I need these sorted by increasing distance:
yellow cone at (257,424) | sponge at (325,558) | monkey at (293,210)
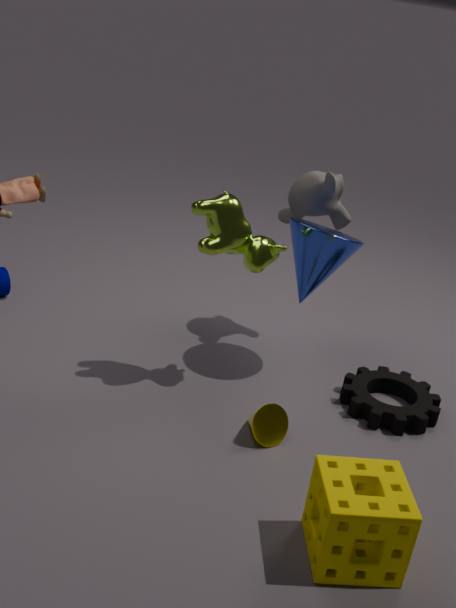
1. sponge at (325,558)
2. yellow cone at (257,424)
3. monkey at (293,210)
